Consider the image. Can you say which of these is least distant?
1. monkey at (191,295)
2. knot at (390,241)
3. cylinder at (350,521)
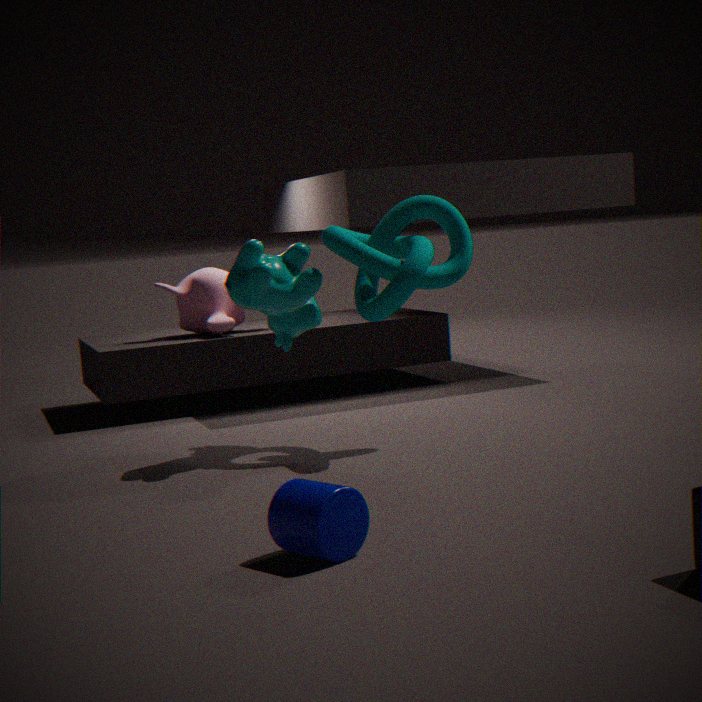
cylinder at (350,521)
